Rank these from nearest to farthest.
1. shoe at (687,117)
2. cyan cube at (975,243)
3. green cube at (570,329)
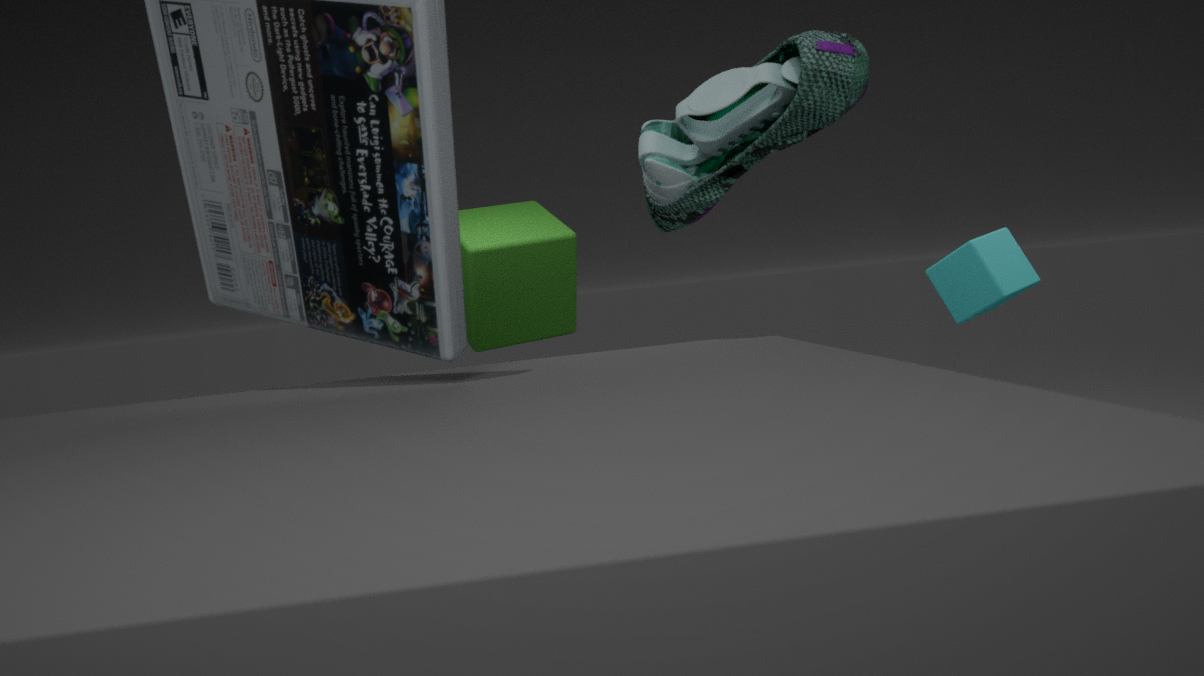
shoe at (687,117), cyan cube at (975,243), green cube at (570,329)
